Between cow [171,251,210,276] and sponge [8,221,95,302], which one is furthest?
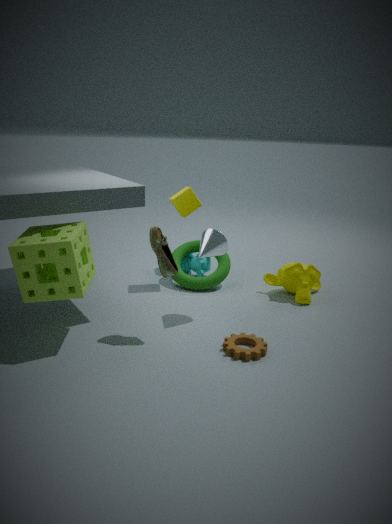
cow [171,251,210,276]
